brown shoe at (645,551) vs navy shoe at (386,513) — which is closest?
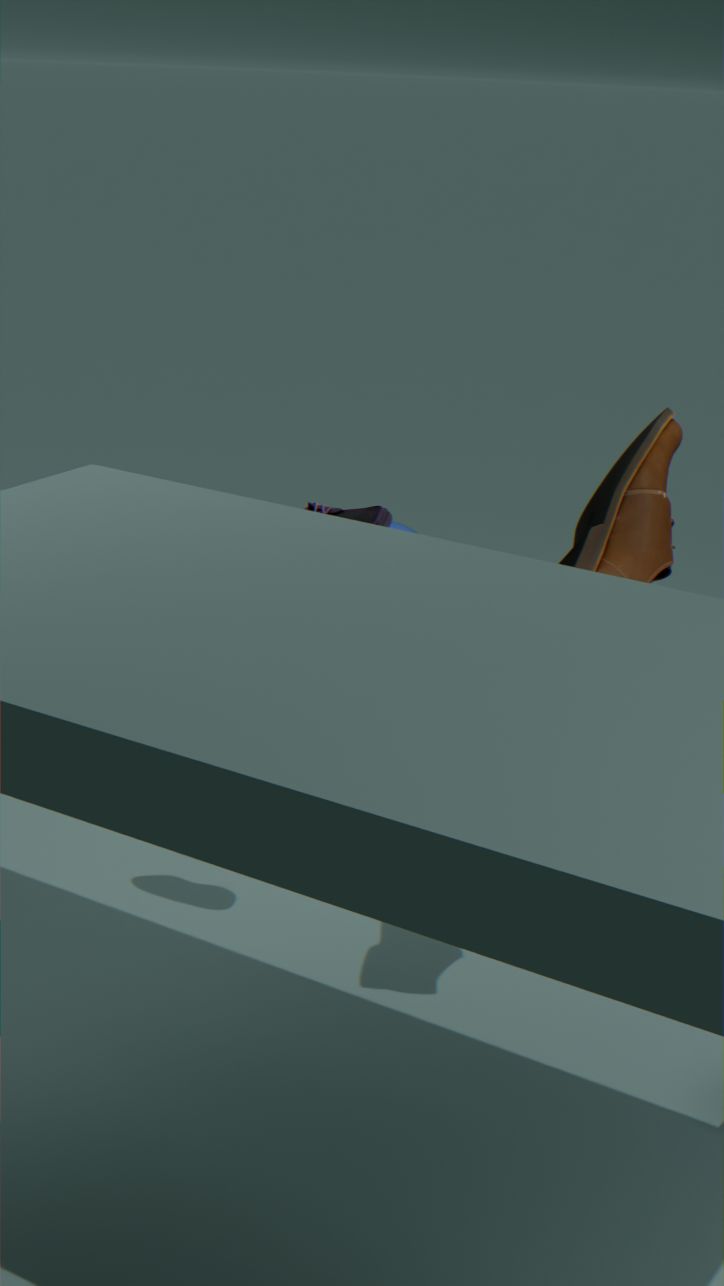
brown shoe at (645,551)
